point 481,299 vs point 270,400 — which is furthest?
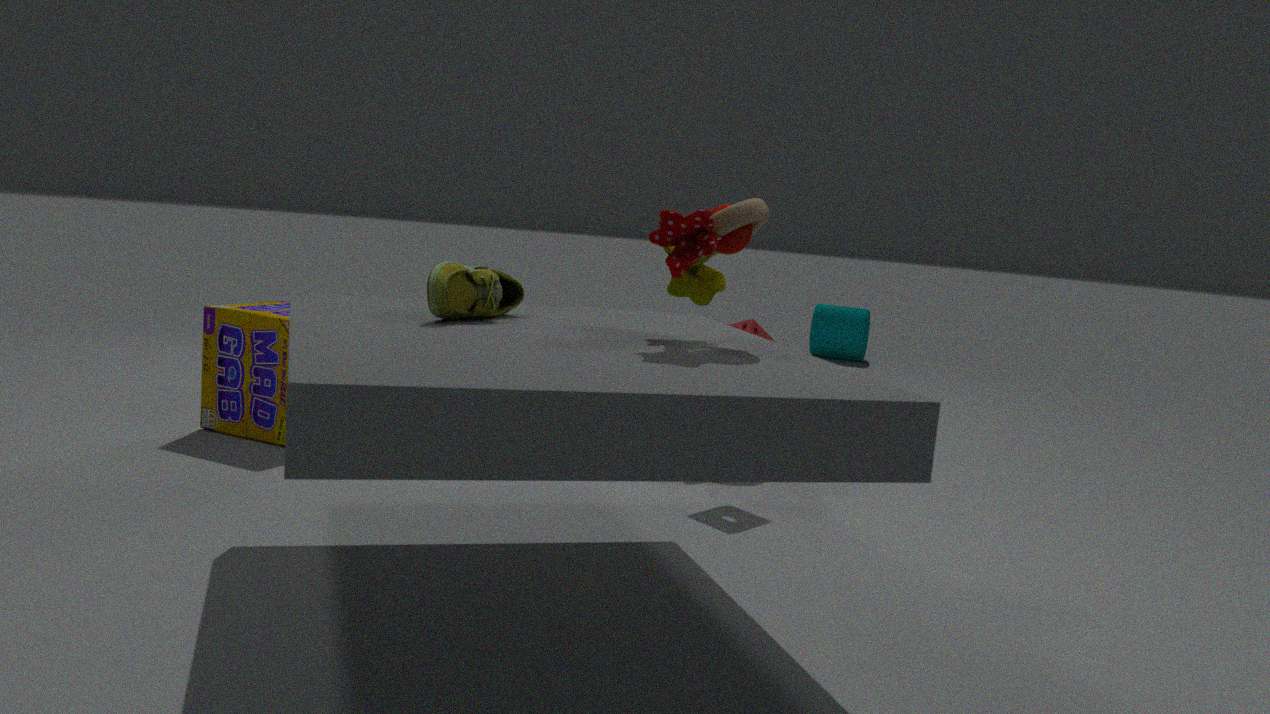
point 270,400
